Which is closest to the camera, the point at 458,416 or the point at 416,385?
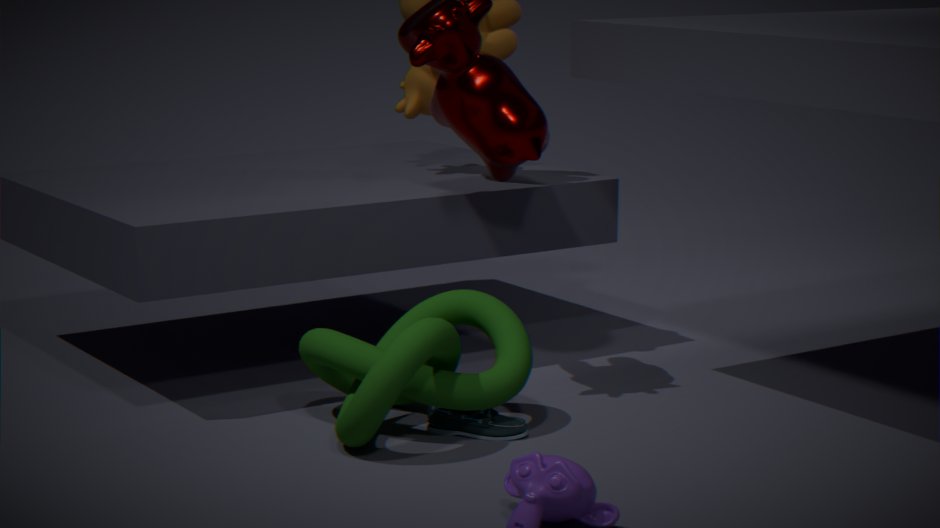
the point at 416,385
